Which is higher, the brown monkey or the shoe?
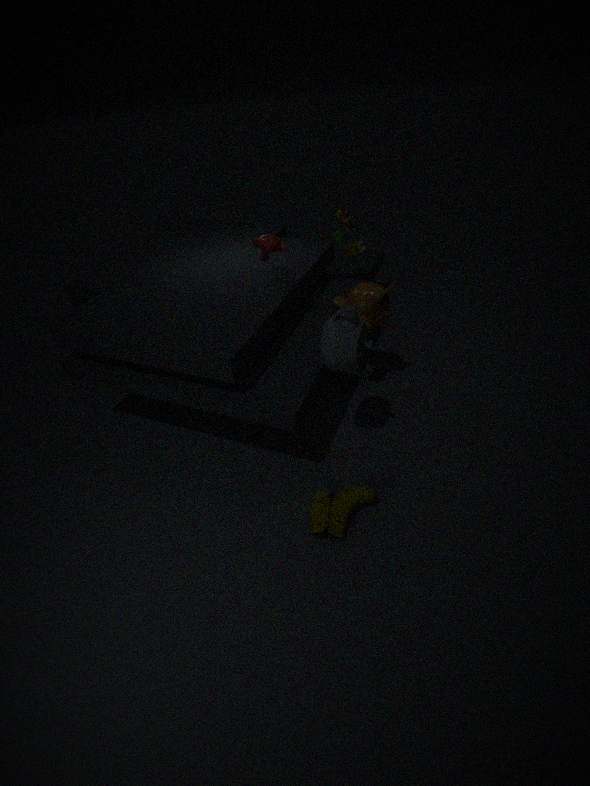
the brown monkey
